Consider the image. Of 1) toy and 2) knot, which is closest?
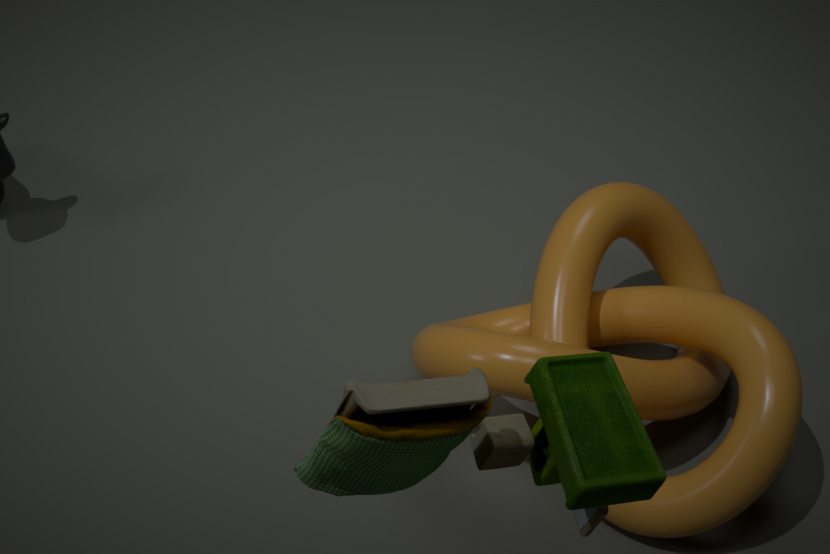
1. toy
